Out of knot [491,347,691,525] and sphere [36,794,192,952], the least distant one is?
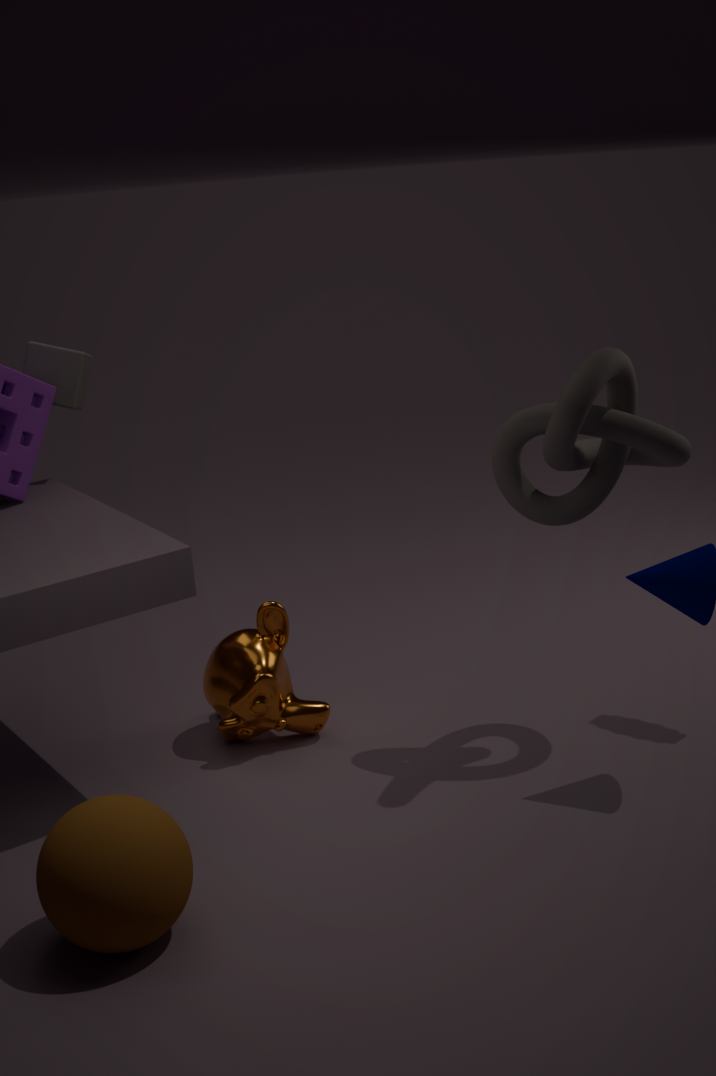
sphere [36,794,192,952]
